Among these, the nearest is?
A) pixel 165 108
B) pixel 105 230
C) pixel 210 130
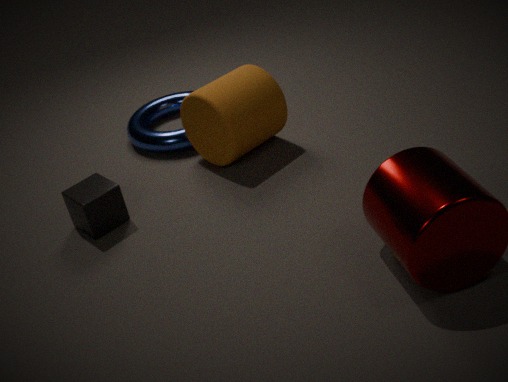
pixel 105 230
